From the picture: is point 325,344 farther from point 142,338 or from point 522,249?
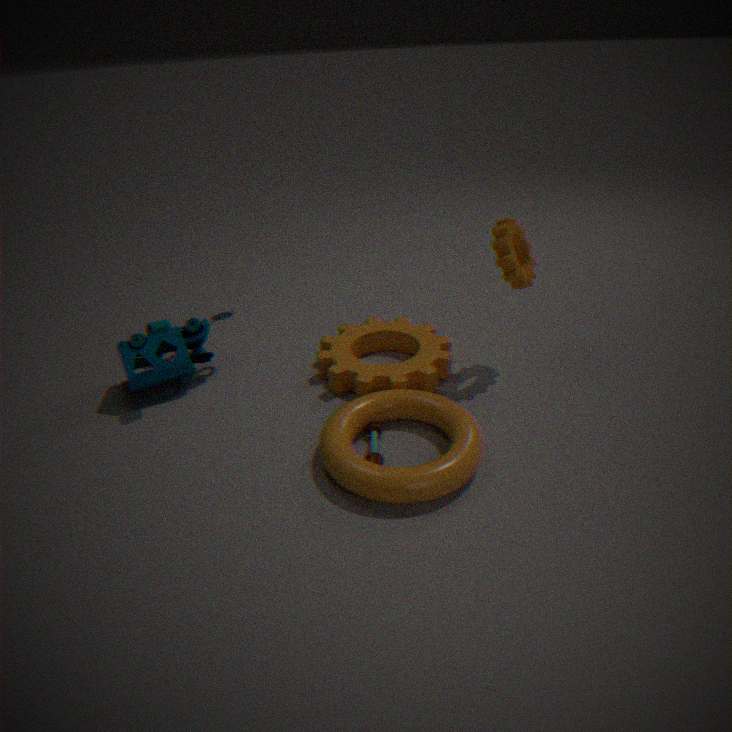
point 142,338
